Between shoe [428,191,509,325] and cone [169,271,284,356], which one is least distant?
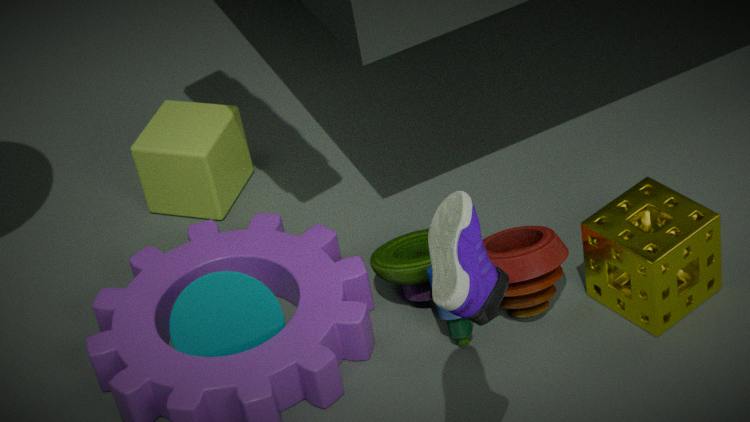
shoe [428,191,509,325]
